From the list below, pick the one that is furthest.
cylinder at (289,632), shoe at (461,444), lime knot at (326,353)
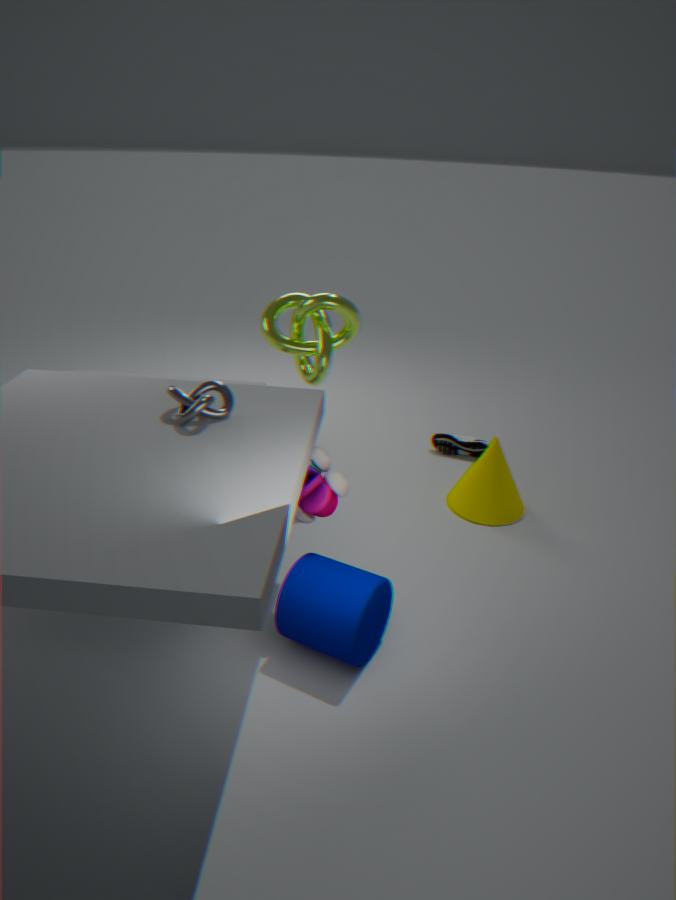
shoe at (461,444)
